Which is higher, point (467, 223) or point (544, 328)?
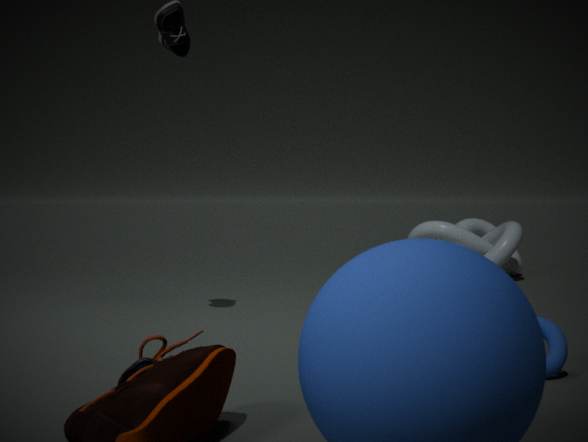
point (467, 223)
